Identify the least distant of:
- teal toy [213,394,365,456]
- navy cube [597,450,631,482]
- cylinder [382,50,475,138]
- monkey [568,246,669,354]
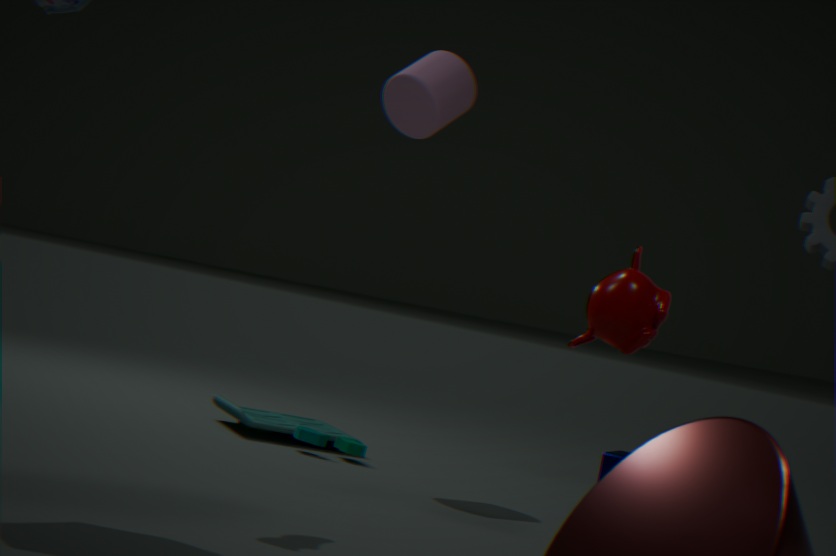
Result: monkey [568,246,669,354]
